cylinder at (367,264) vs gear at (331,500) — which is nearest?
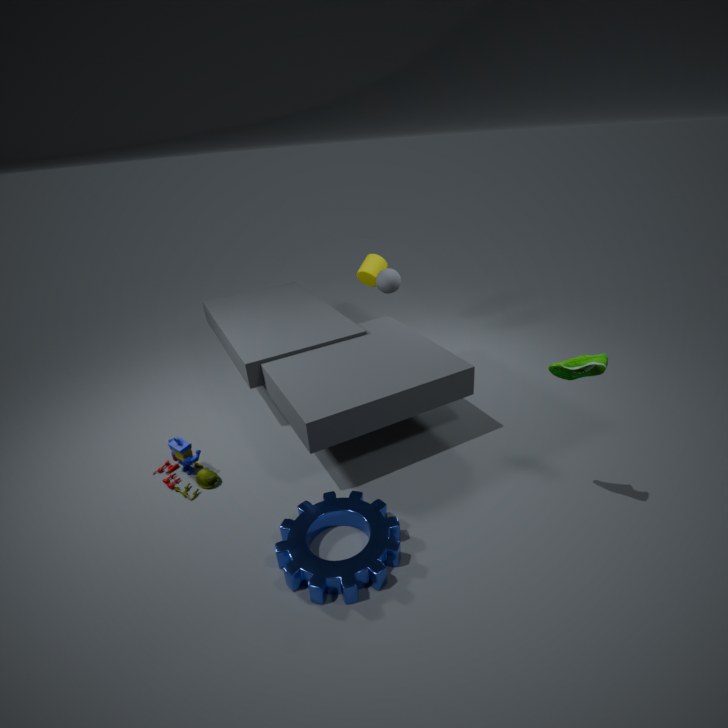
gear at (331,500)
